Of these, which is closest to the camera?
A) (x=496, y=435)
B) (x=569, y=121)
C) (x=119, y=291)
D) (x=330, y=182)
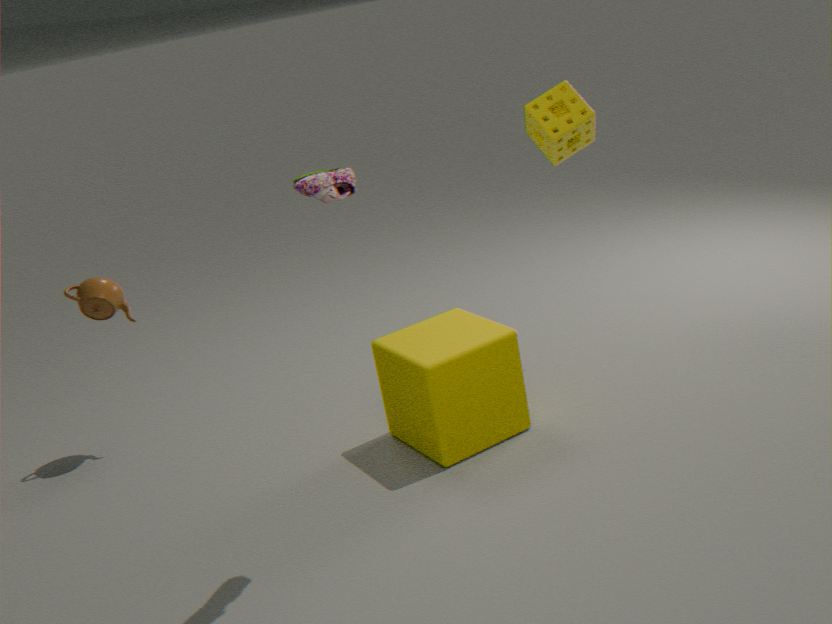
(x=330, y=182)
